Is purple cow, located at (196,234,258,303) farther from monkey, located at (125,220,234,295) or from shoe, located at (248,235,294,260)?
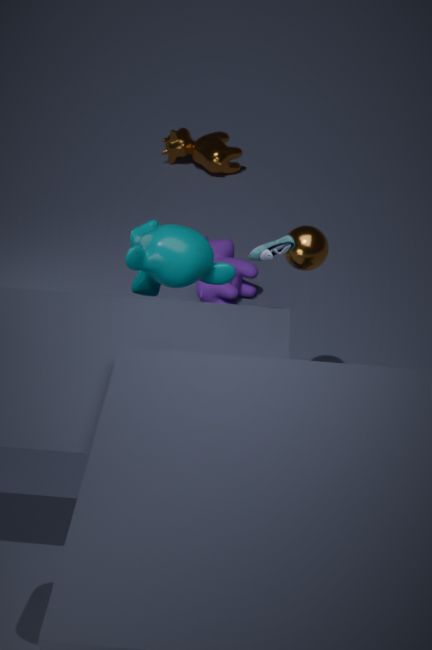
shoe, located at (248,235,294,260)
